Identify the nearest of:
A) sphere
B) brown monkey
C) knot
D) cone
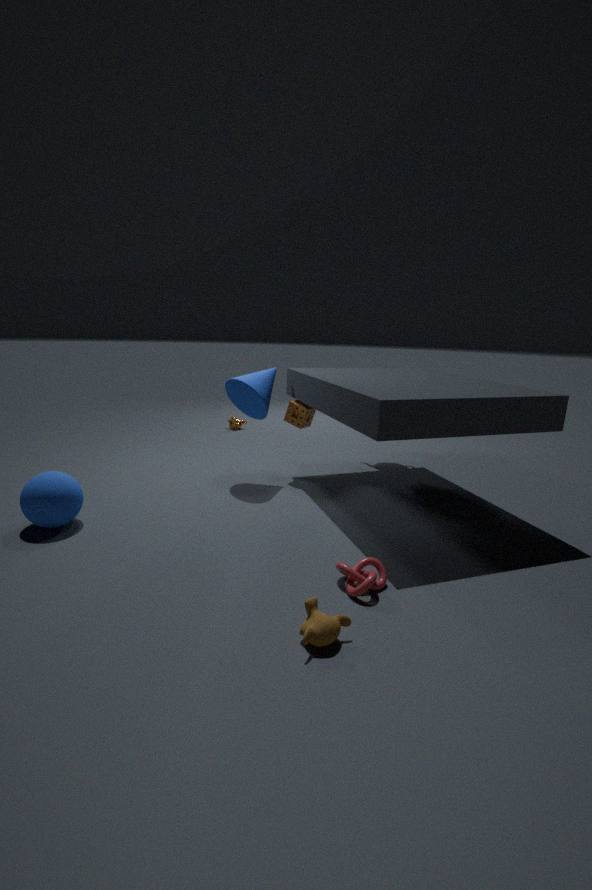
brown monkey
